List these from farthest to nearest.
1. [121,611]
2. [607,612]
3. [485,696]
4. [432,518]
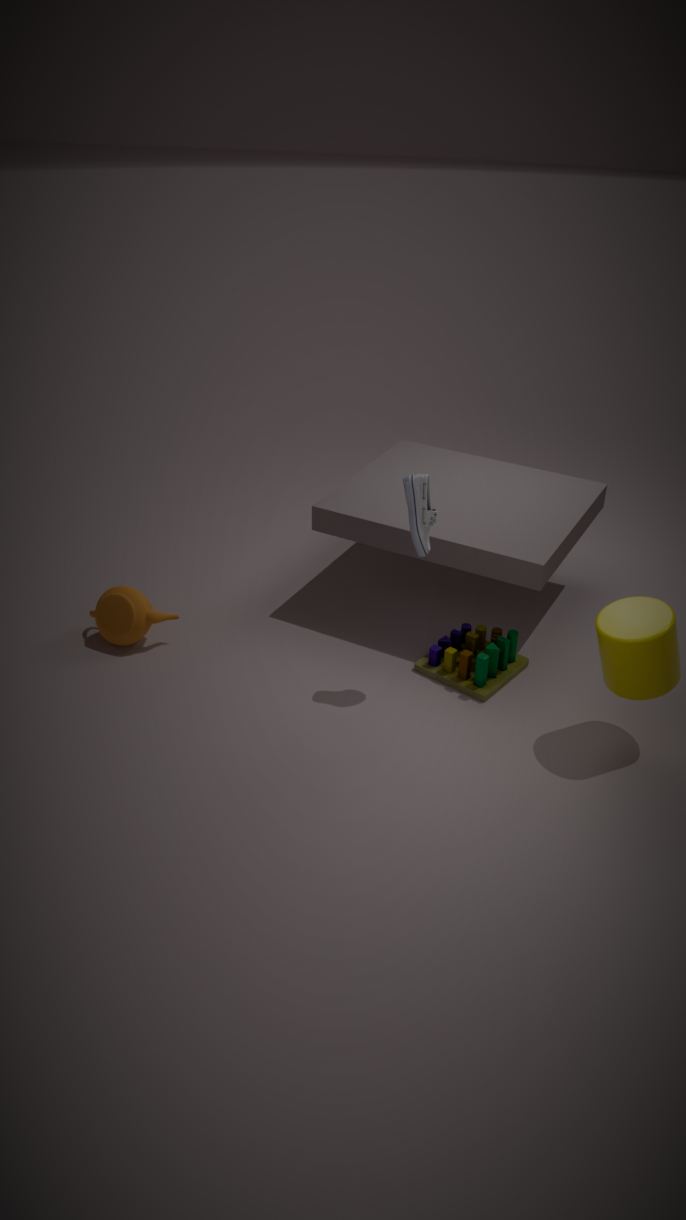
[121,611] → [485,696] → [432,518] → [607,612]
